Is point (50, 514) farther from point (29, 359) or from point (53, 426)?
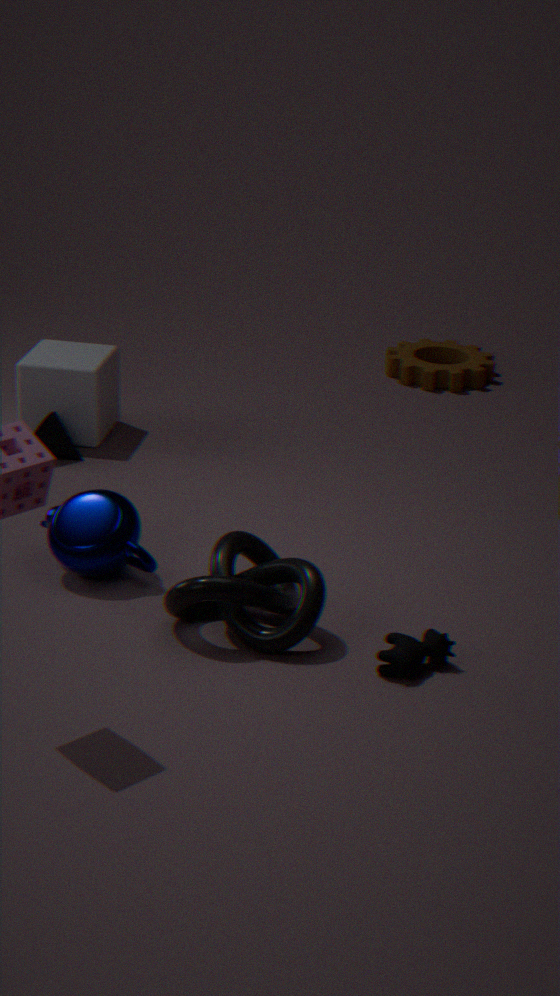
point (29, 359)
